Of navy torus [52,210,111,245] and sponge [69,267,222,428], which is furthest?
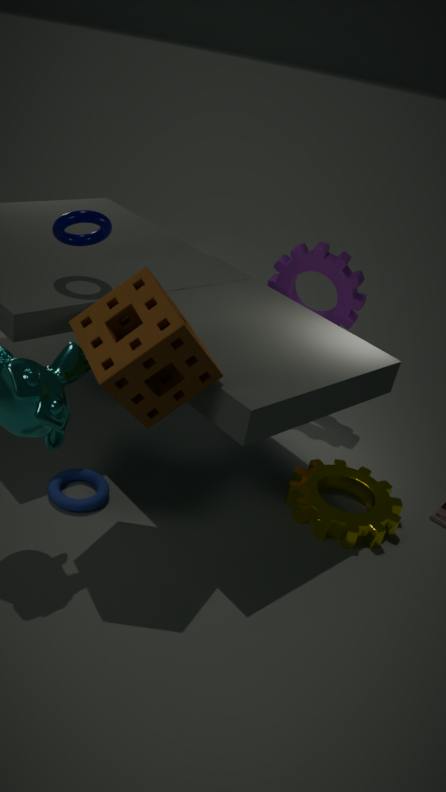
navy torus [52,210,111,245]
